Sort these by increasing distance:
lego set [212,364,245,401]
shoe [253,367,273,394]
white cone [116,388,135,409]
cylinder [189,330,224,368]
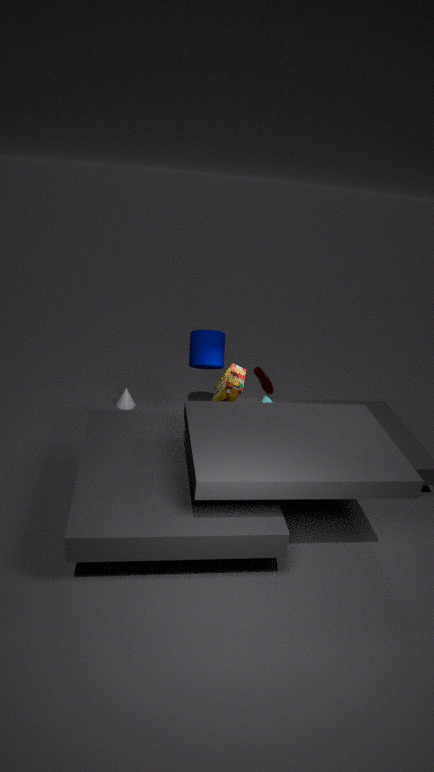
1. lego set [212,364,245,401]
2. cylinder [189,330,224,368]
3. shoe [253,367,273,394]
4. white cone [116,388,135,409]
